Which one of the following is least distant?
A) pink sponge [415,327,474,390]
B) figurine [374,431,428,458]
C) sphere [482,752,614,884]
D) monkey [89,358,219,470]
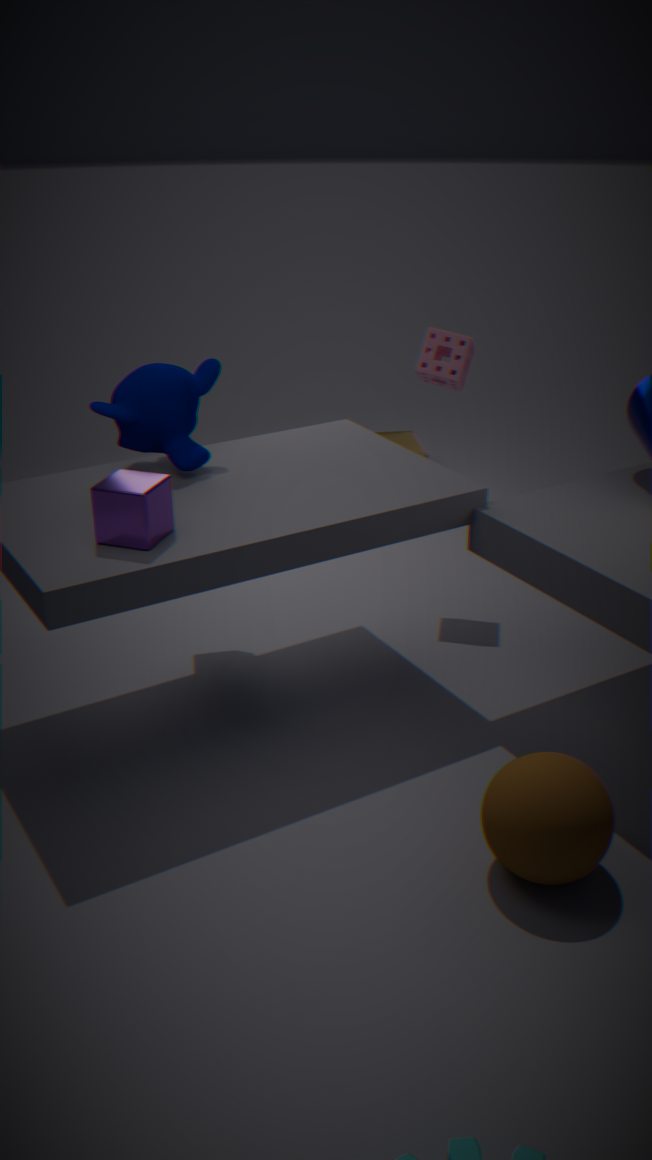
sphere [482,752,614,884]
